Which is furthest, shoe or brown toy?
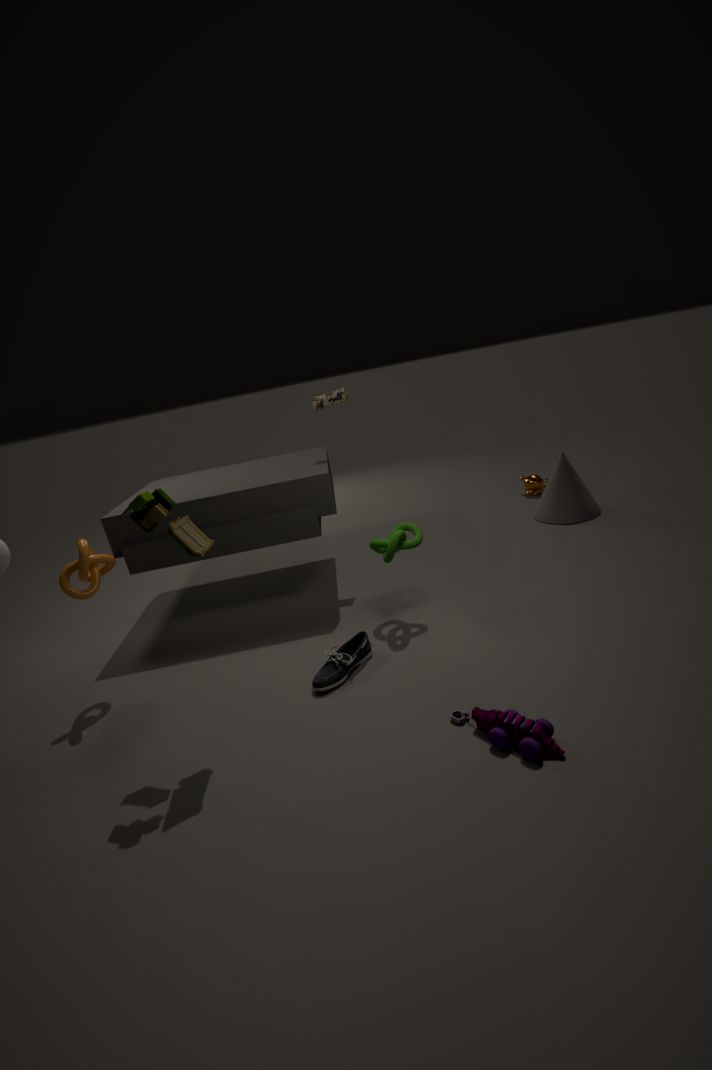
shoe
